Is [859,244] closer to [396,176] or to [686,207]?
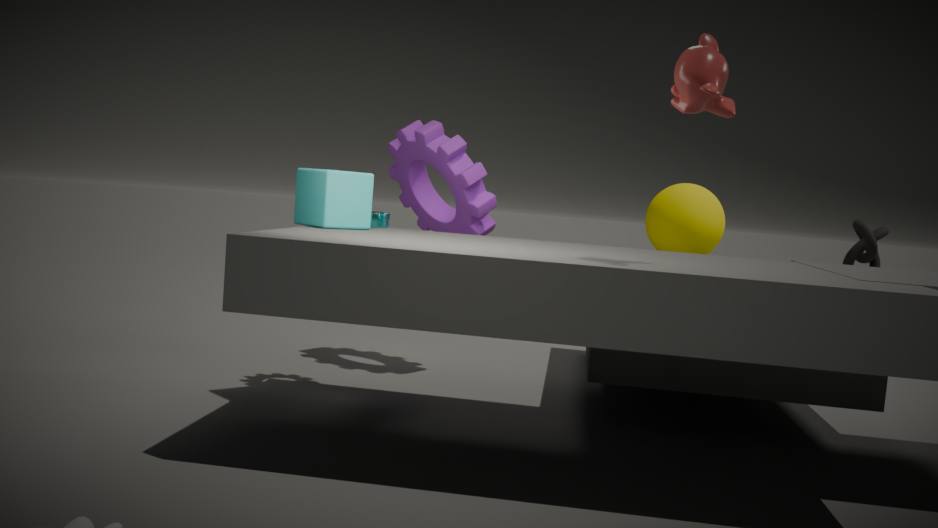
[686,207]
